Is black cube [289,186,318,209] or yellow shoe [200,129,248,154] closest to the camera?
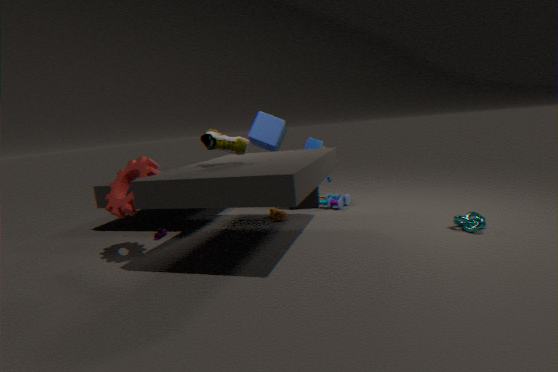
yellow shoe [200,129,248,154]
